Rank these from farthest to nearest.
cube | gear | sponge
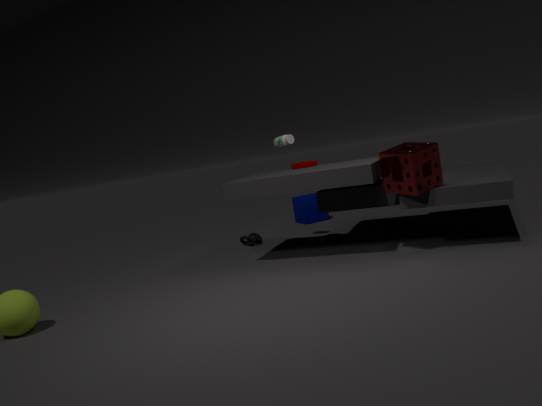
cube
gear
sponge
